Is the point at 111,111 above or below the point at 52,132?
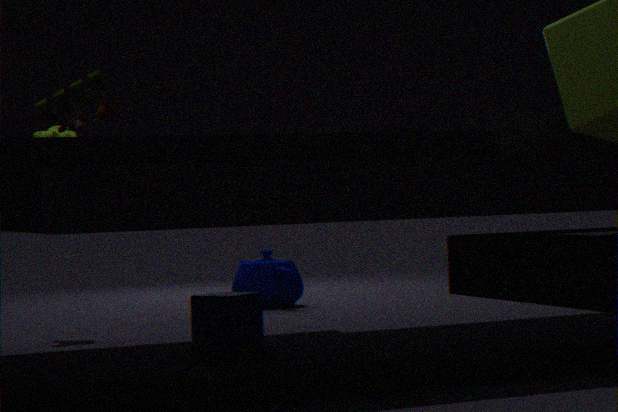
above
